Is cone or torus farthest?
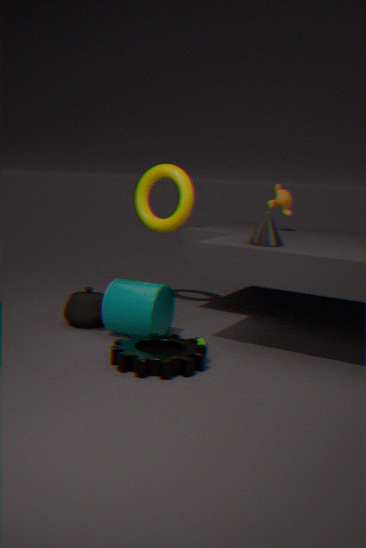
torus
